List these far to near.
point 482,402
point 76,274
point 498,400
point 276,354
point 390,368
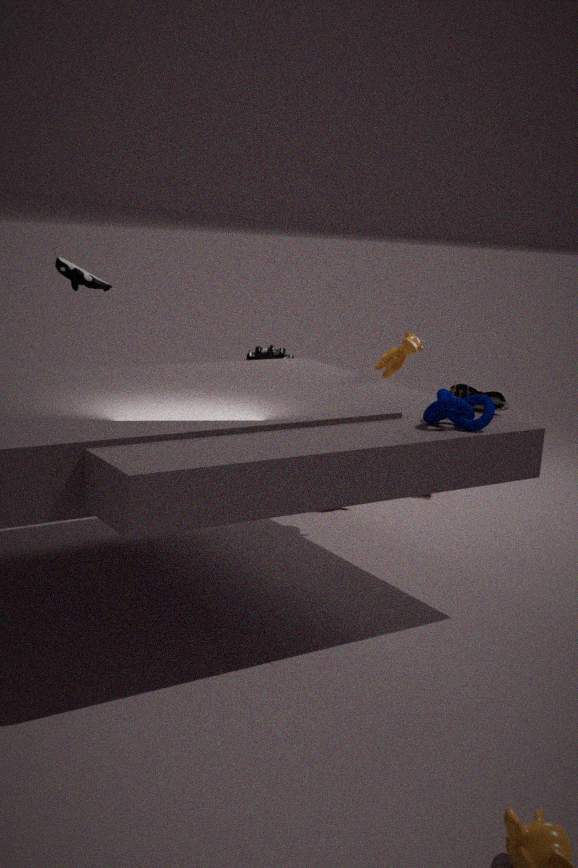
point 76,274, point 276,354, point 390,368, point 498,400, point 482,402
